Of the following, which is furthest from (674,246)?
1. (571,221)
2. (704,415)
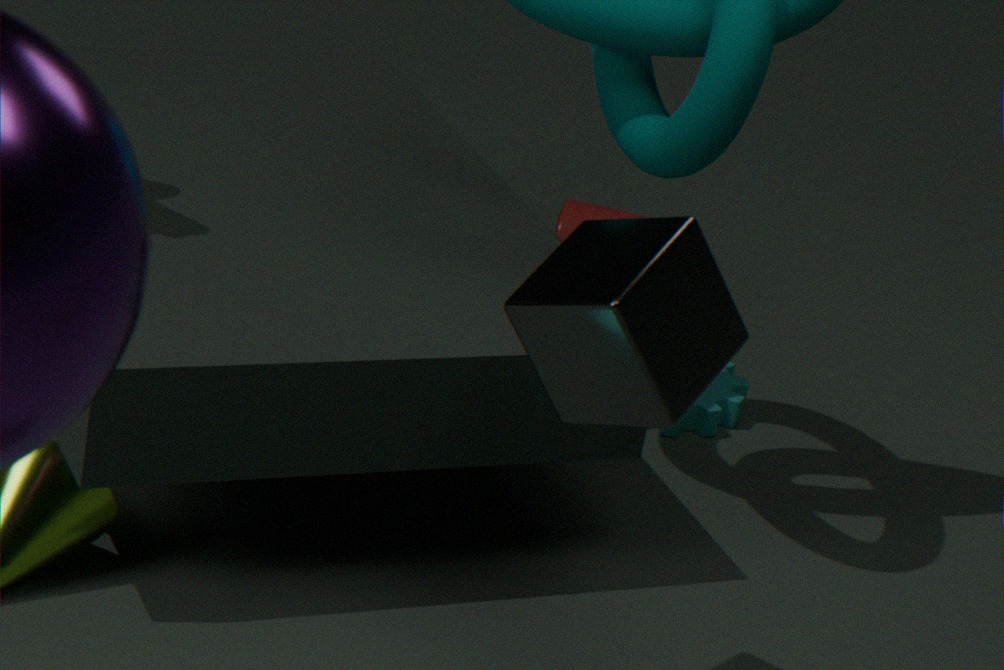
(571,221)
